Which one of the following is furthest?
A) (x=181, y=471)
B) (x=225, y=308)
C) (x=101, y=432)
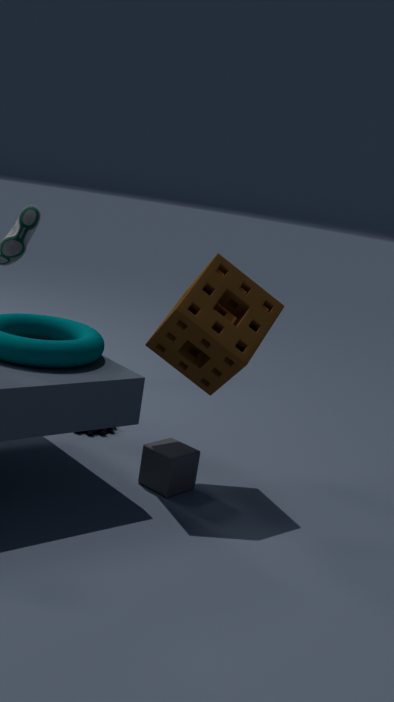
(x=101, y=432)
